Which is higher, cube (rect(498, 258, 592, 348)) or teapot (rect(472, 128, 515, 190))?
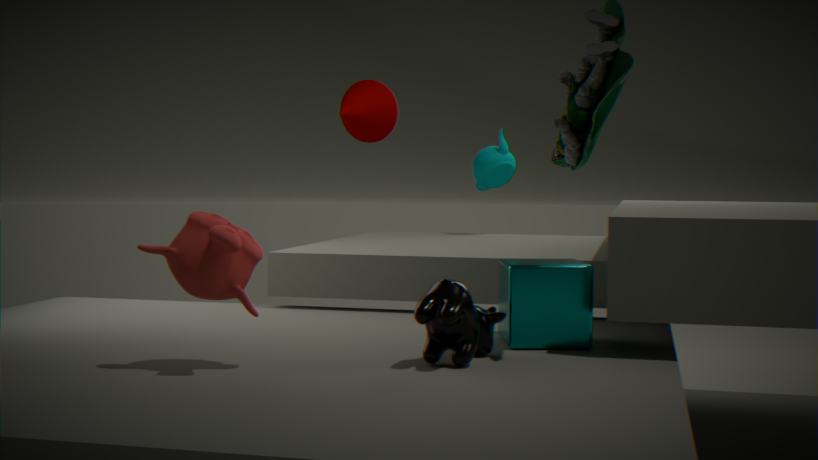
teapot (rect(472, 128, 515, 190))
